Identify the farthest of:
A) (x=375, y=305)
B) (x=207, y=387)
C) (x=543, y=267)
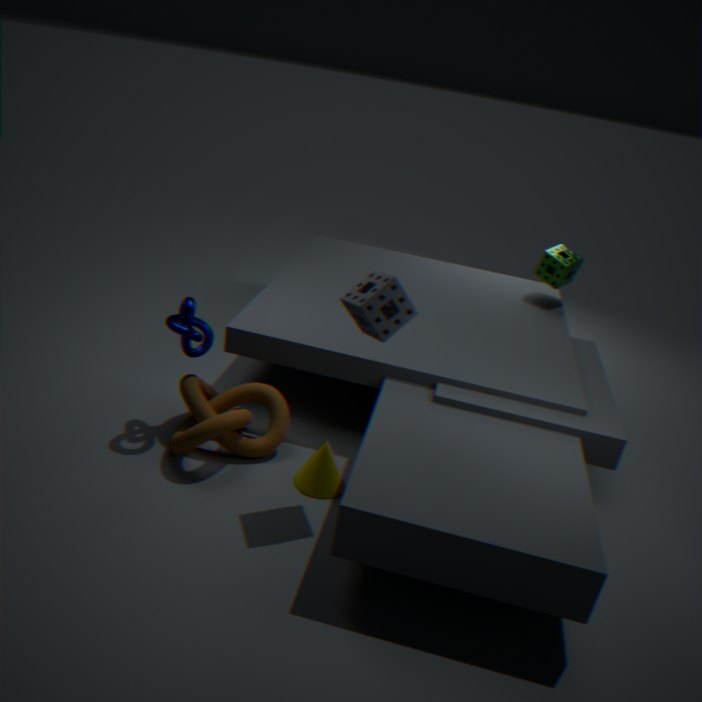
(x=543, y=267)
